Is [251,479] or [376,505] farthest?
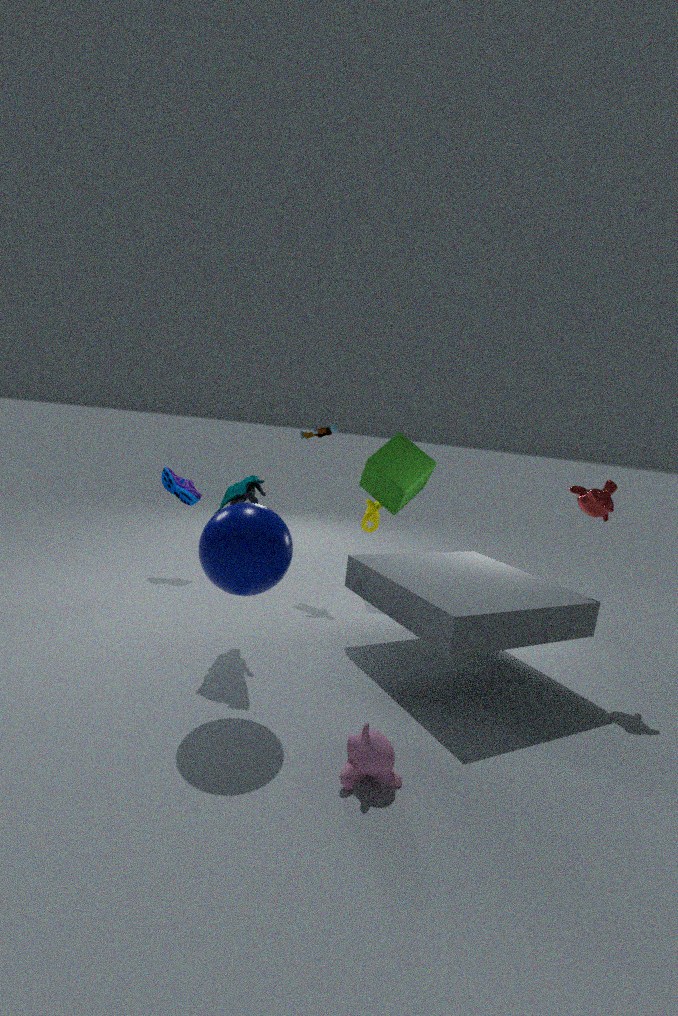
[376,505]
